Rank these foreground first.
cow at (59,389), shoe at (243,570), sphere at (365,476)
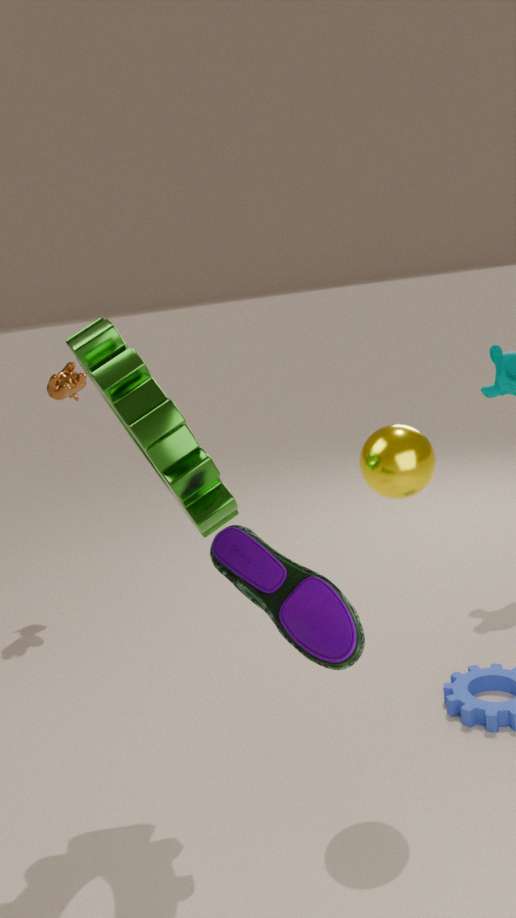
shoe at (243,570) → sphere at (365,476) → cow at (59,389)
